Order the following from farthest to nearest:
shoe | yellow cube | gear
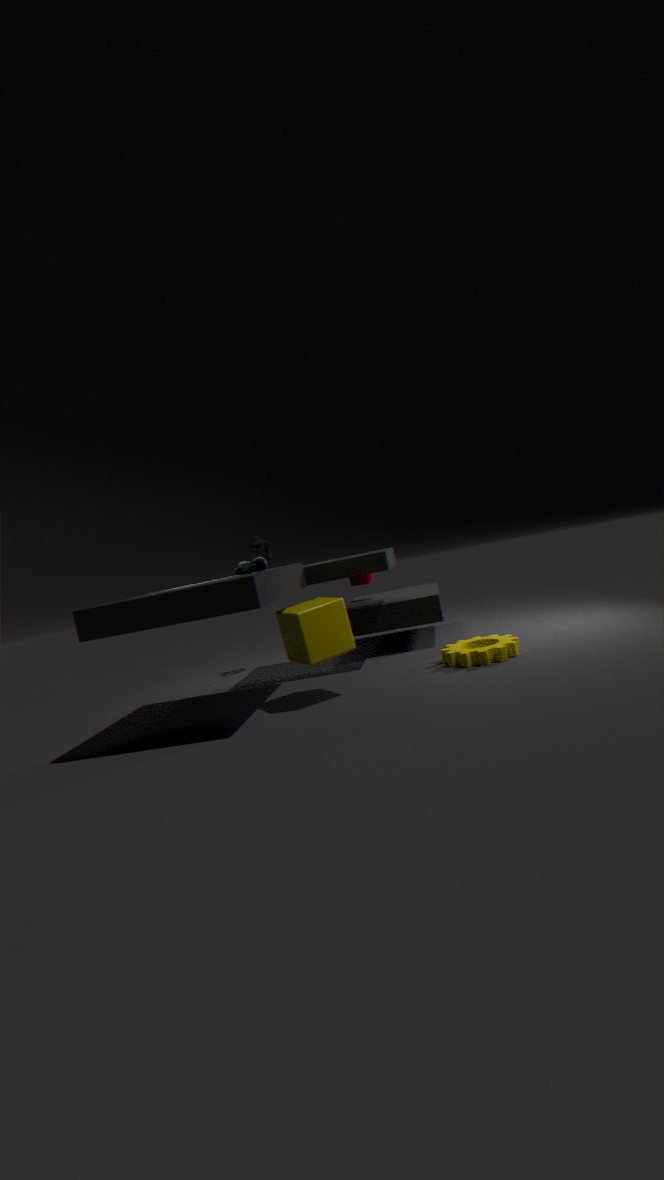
shoe, gear, yellow cube
